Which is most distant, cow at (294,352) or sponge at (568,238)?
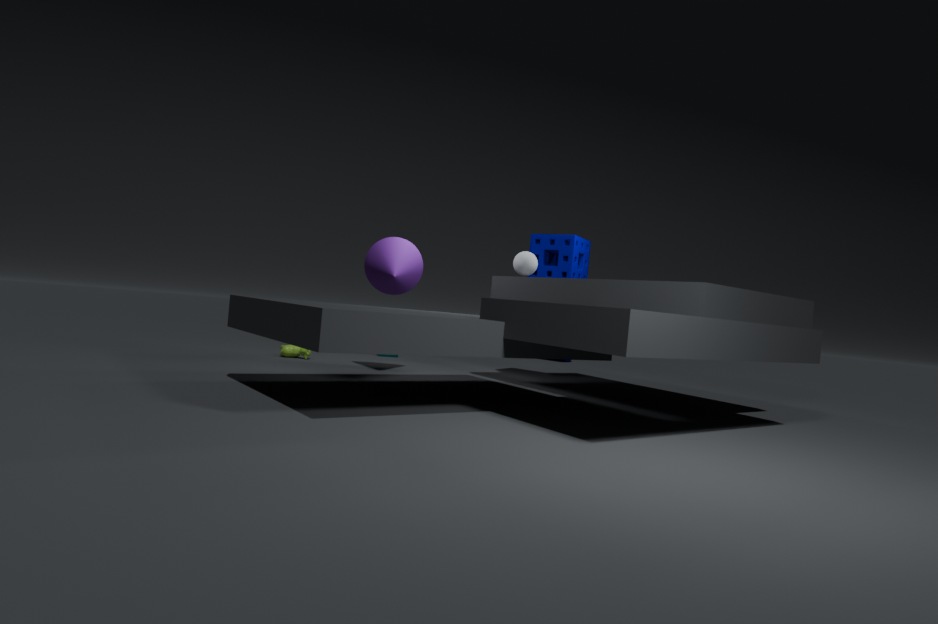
cow at (294,352)
